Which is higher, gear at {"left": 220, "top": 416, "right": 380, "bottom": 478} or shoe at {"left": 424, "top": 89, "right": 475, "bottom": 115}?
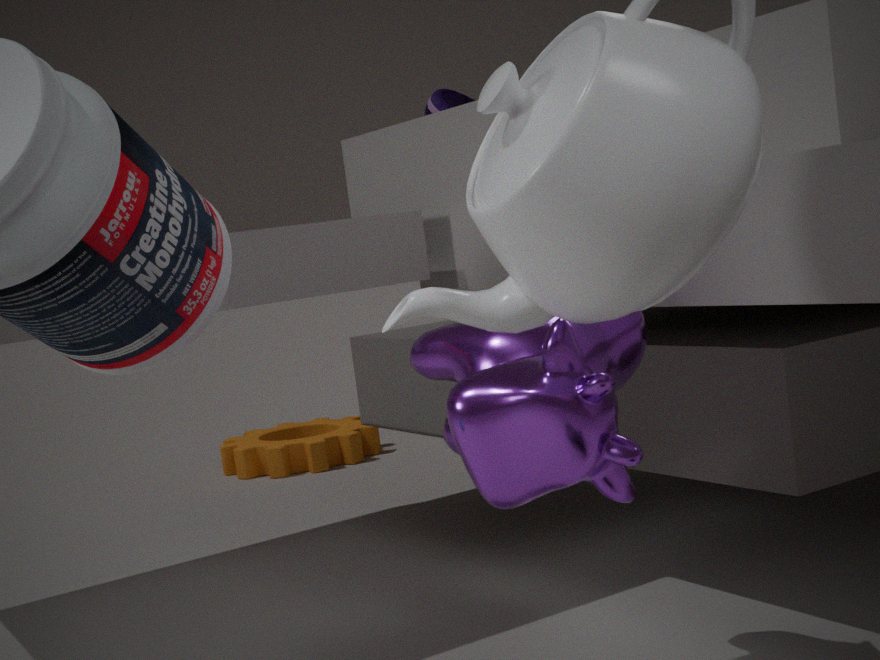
shoe at {"left": 424, "top": 89, "right": 475, "bottom": 115}
